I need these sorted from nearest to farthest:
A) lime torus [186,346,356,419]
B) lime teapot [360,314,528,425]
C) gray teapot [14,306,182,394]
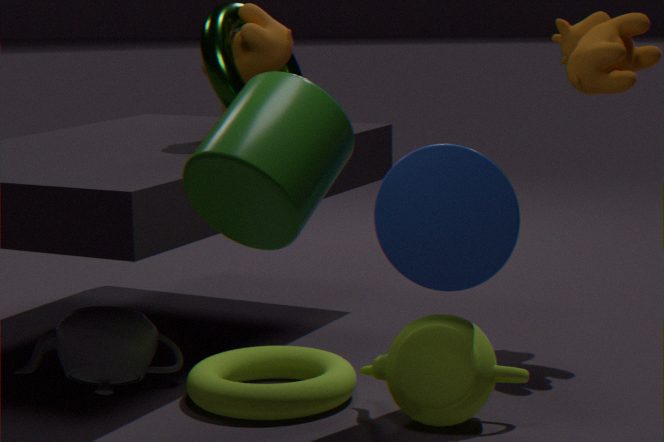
lime teapot [360,314,528,425]
lime torus [186,346,356,419]
gray teapot [14,306,182,394]
